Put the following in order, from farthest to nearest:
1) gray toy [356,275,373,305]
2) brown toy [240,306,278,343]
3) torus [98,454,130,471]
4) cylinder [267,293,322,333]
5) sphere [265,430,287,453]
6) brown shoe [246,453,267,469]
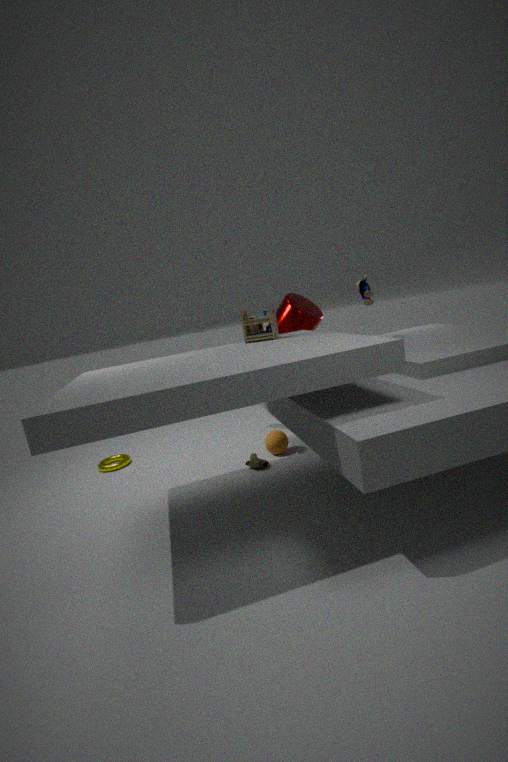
3. torus [98,454,130,471]
4. cylinder [267,293,322,333]
1. gray toy [356,275,373,305]
5. sphere [265,430,287,453]
6. brown shoe [246,453,267,469]
2. brown toy [240,306,278,343]
